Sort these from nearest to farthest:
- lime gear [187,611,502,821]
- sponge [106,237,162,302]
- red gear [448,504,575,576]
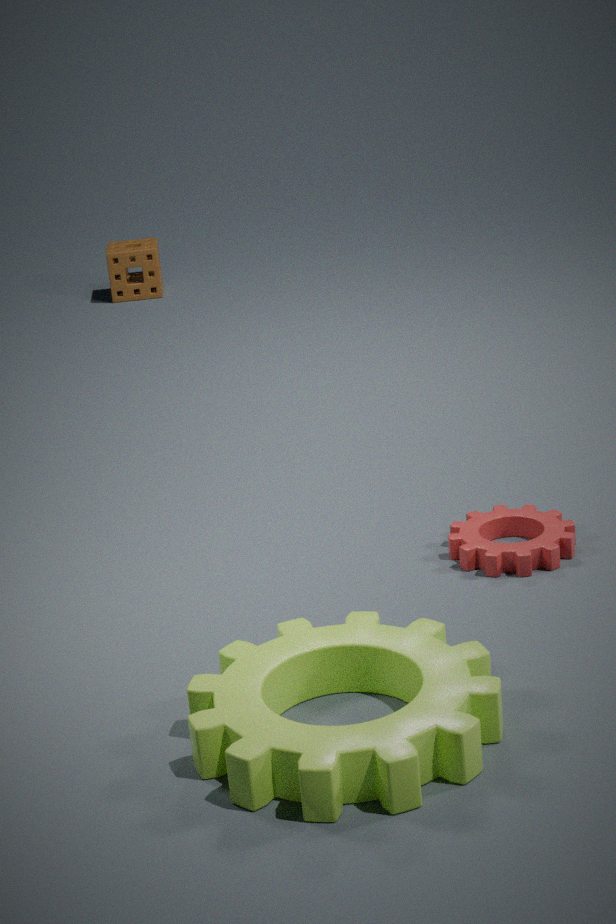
lime gear [187,611,502,821], red gear [448,504,575,576], sponge [106,237,162,302]
